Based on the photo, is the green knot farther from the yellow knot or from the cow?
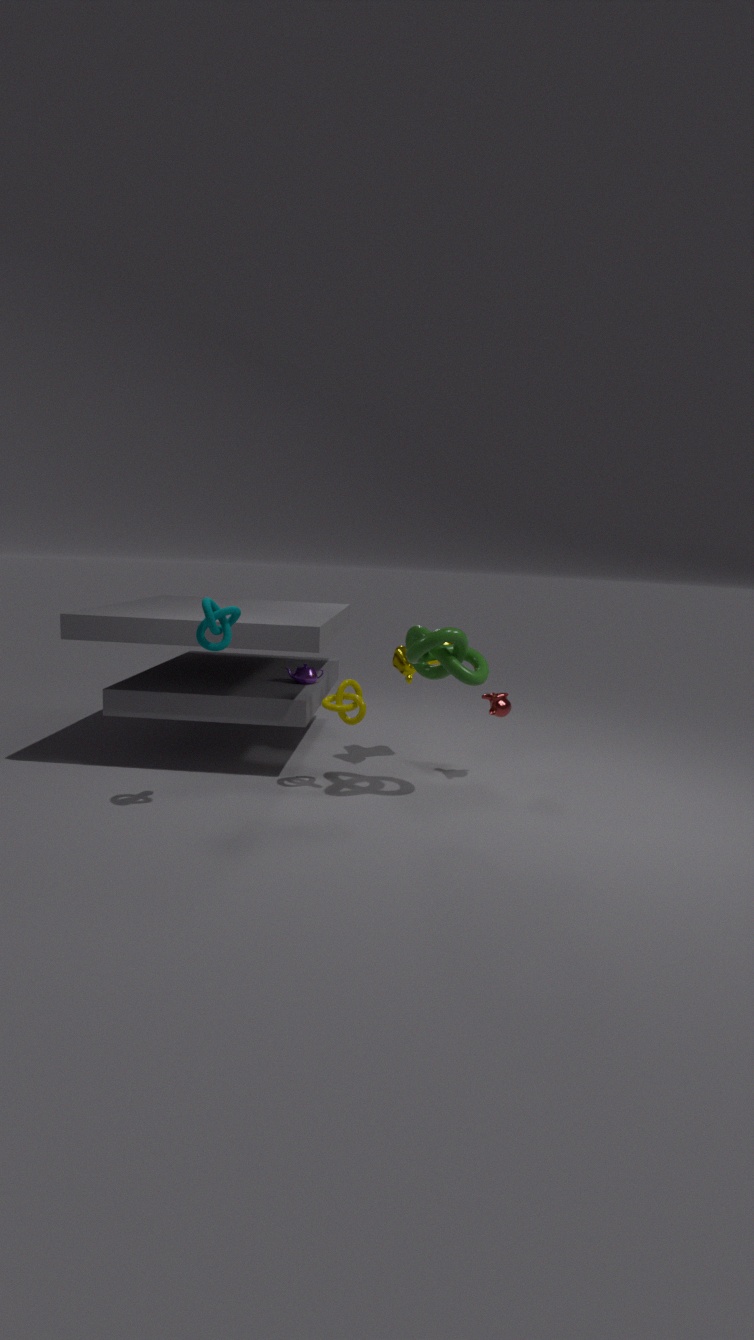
the yellow knot
